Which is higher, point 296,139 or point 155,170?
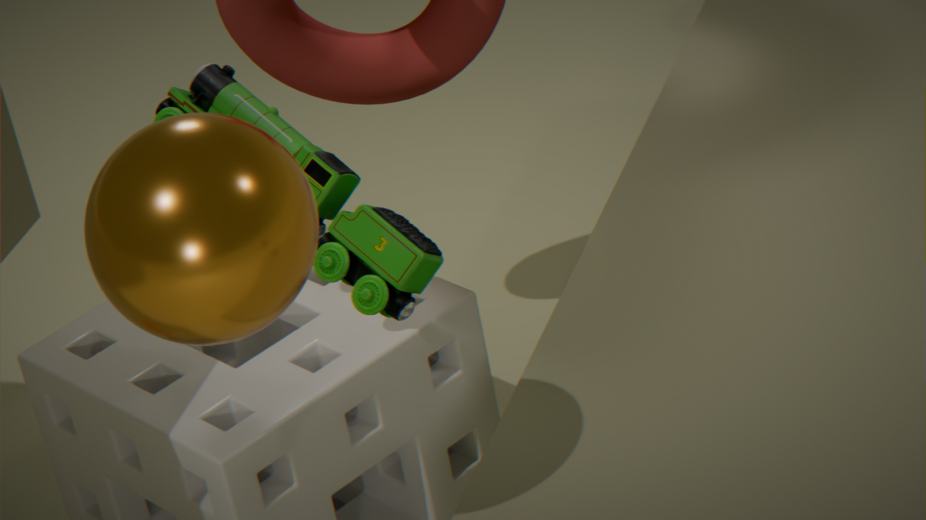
point 155,170
